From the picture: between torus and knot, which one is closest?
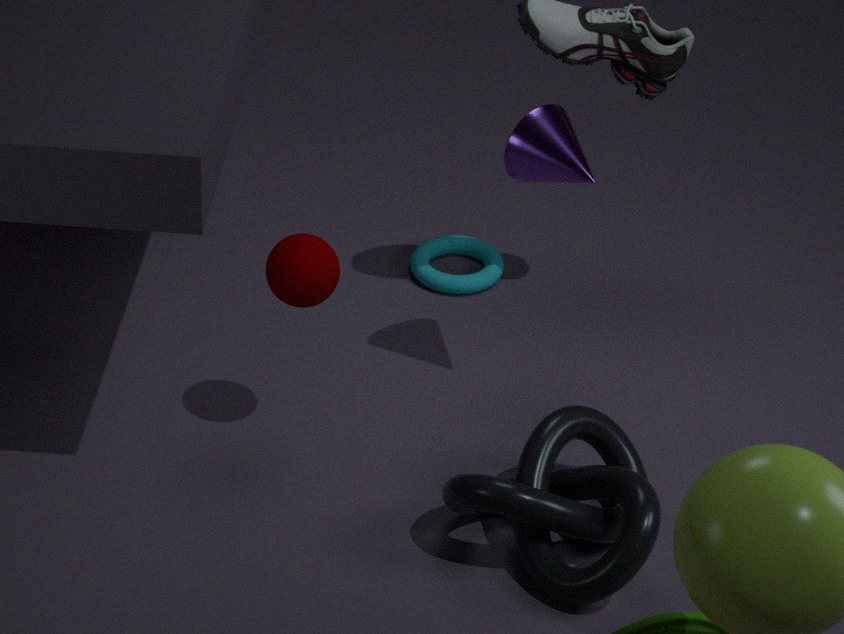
knot
